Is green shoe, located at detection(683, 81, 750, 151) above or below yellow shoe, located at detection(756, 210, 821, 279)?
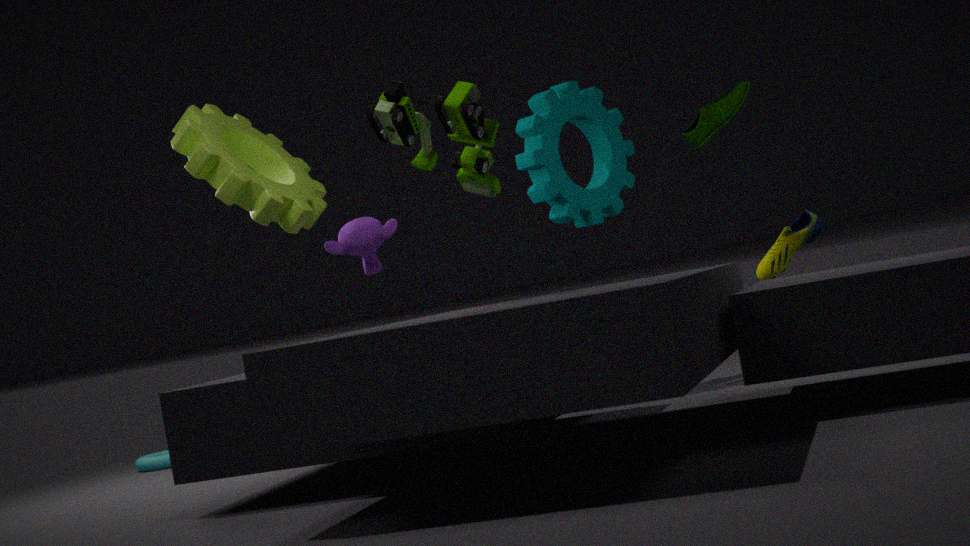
above
